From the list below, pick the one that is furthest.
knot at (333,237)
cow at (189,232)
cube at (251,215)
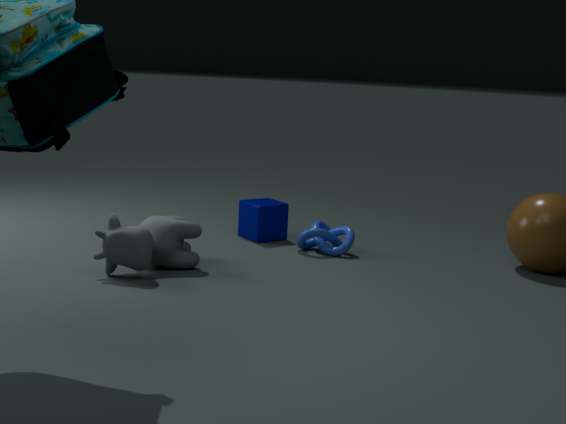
cube at (251,215)
